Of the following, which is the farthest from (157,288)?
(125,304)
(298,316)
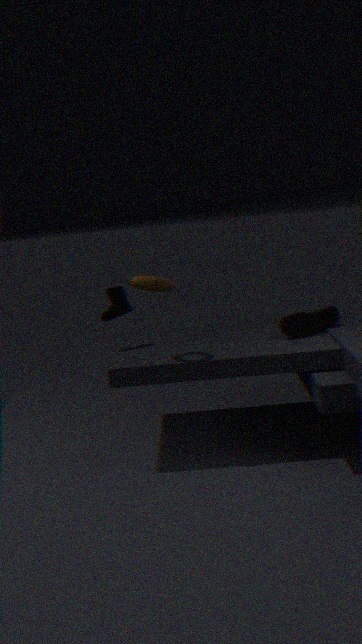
(298,316)
